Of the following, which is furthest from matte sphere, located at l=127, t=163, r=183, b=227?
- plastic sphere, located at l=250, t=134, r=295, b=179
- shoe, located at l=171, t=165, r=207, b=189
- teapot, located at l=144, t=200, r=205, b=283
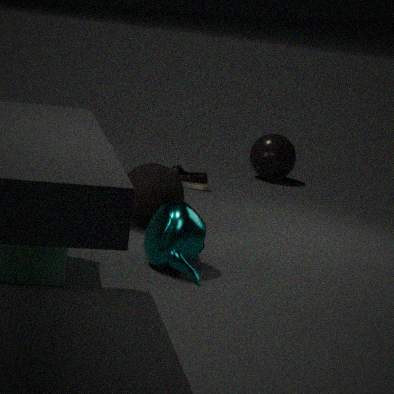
plastic sphere, located at l=250, t=134, r=295, b=179
